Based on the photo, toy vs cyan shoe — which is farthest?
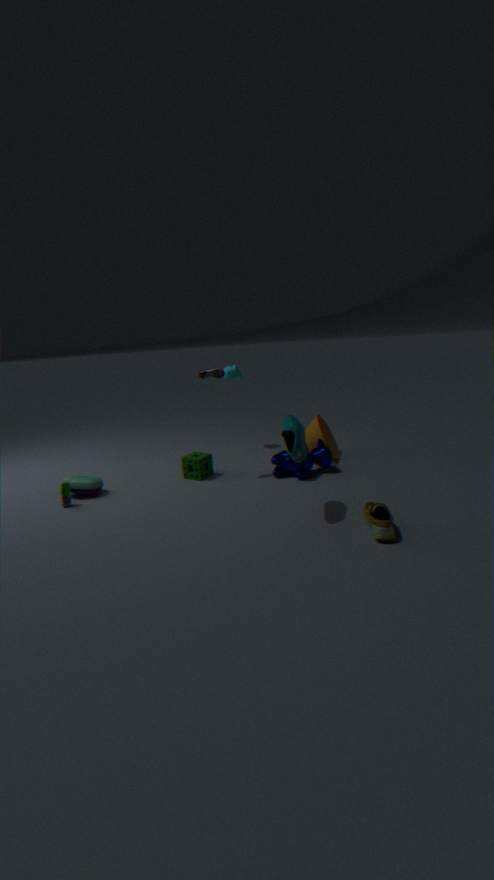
toy
